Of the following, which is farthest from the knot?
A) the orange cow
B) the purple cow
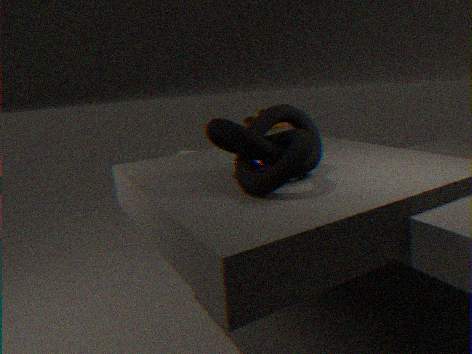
the orange cow
